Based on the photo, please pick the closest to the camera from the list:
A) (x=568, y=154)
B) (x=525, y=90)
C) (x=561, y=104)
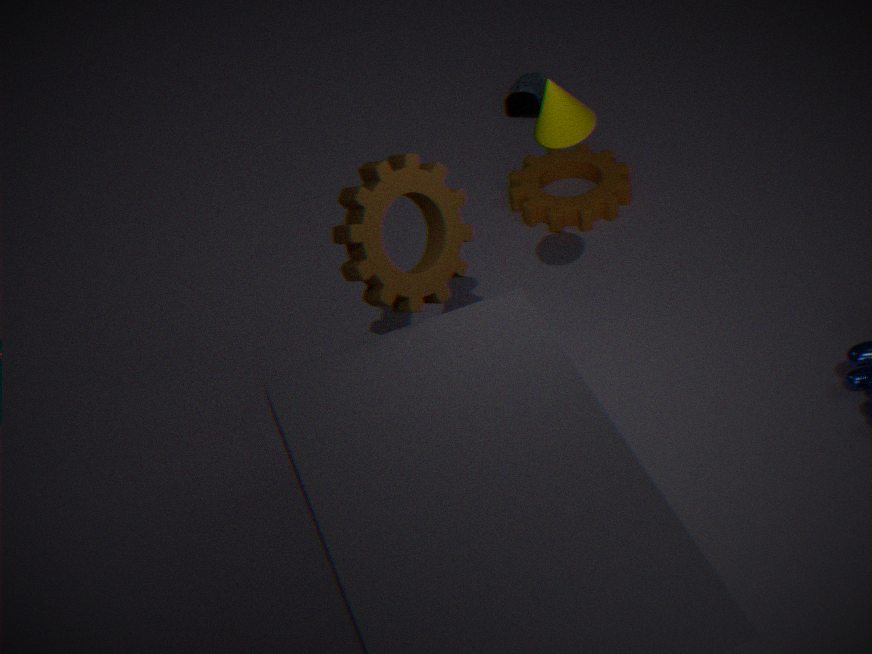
(x=561, y=104)
